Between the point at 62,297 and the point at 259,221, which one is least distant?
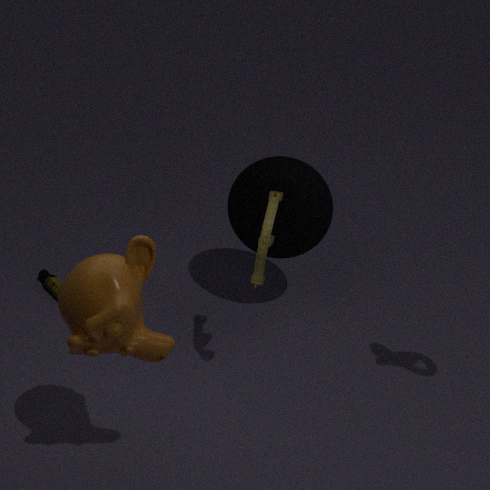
the point at 62,297
